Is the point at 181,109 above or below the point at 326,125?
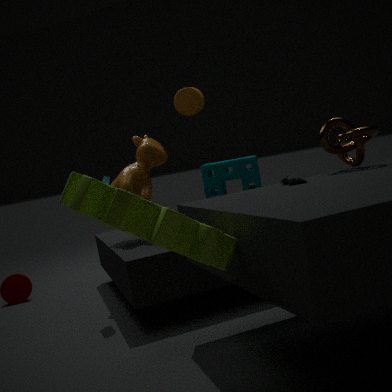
above
